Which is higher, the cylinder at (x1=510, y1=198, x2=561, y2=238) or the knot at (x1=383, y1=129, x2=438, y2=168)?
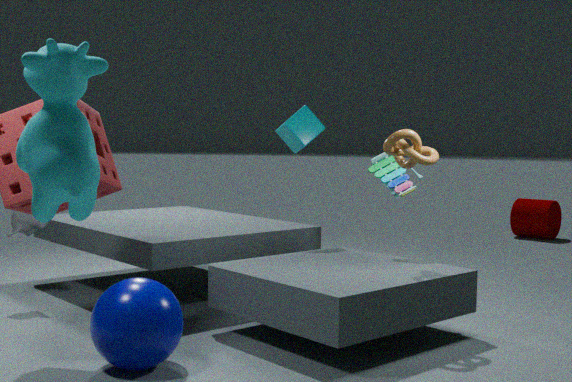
the knot at (x1=383, y1=129, x2=438, y2=168)
